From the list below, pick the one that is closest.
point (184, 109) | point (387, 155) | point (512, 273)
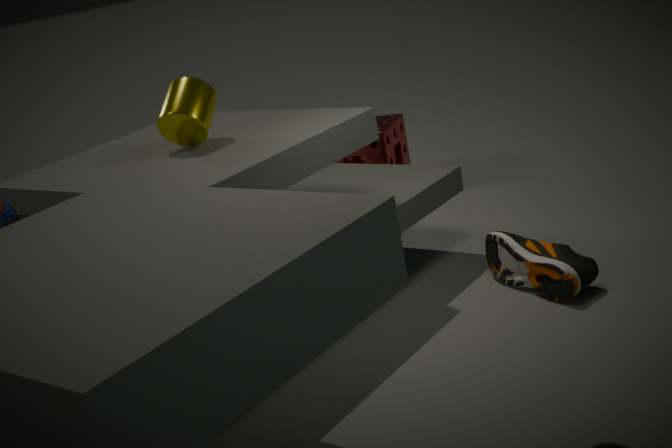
point (184, 109)
